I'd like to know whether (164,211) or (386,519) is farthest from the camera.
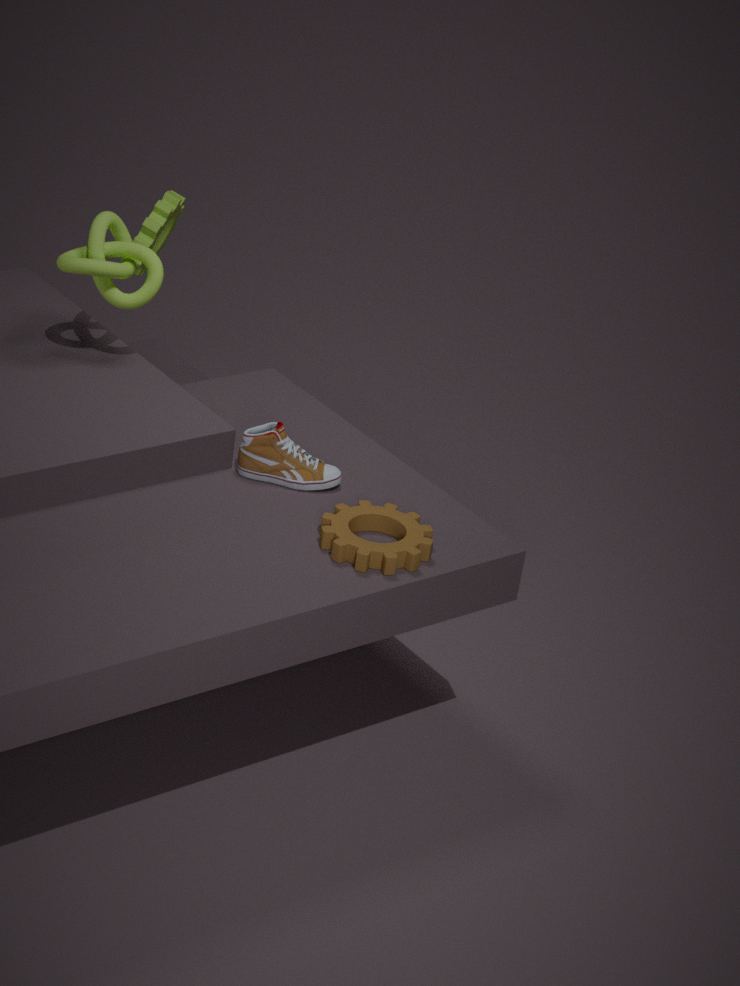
(164,211)
